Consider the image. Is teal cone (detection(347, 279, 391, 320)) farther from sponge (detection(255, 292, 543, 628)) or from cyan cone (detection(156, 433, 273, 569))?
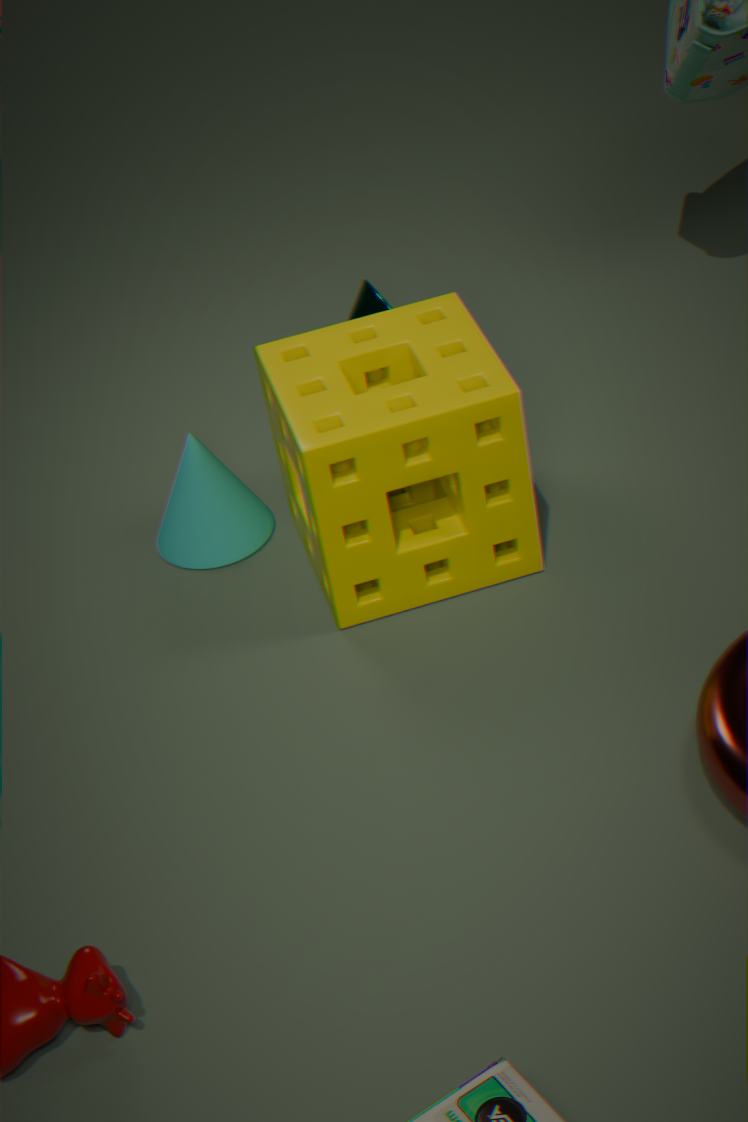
cyan cone (detection(156, 433, 273, 569))
